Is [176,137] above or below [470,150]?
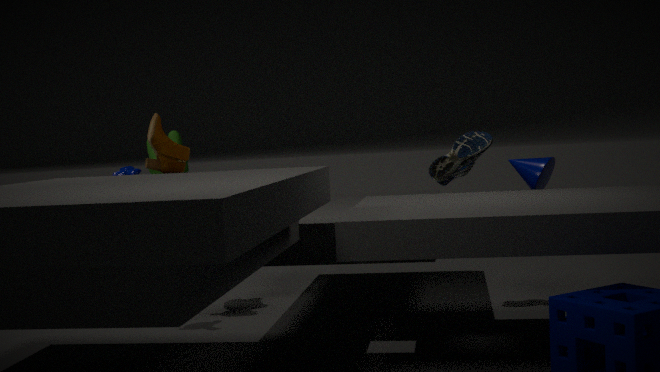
above
